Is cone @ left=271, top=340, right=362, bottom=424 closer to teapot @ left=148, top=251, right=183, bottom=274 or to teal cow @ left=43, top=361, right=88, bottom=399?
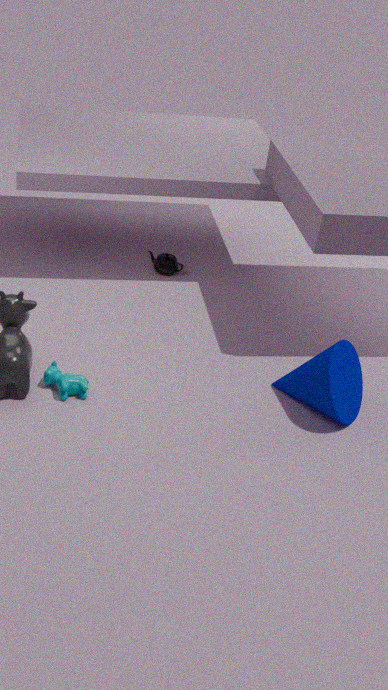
teal cow @ left=43, top=361, right=88, bottom=399
